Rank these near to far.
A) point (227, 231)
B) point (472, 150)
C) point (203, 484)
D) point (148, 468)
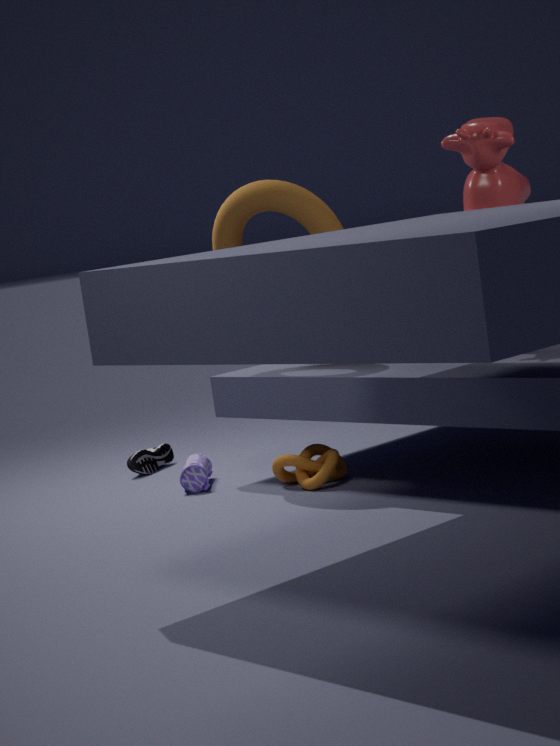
point (472, 150)
point (227, 231)
point (203, 484)
point (148, 468)
